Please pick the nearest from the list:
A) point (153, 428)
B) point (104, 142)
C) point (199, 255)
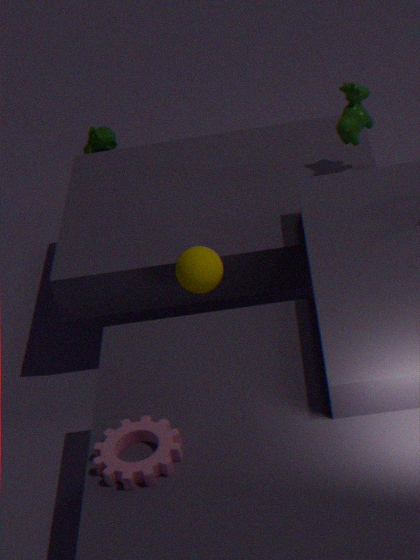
point (153, 428)
